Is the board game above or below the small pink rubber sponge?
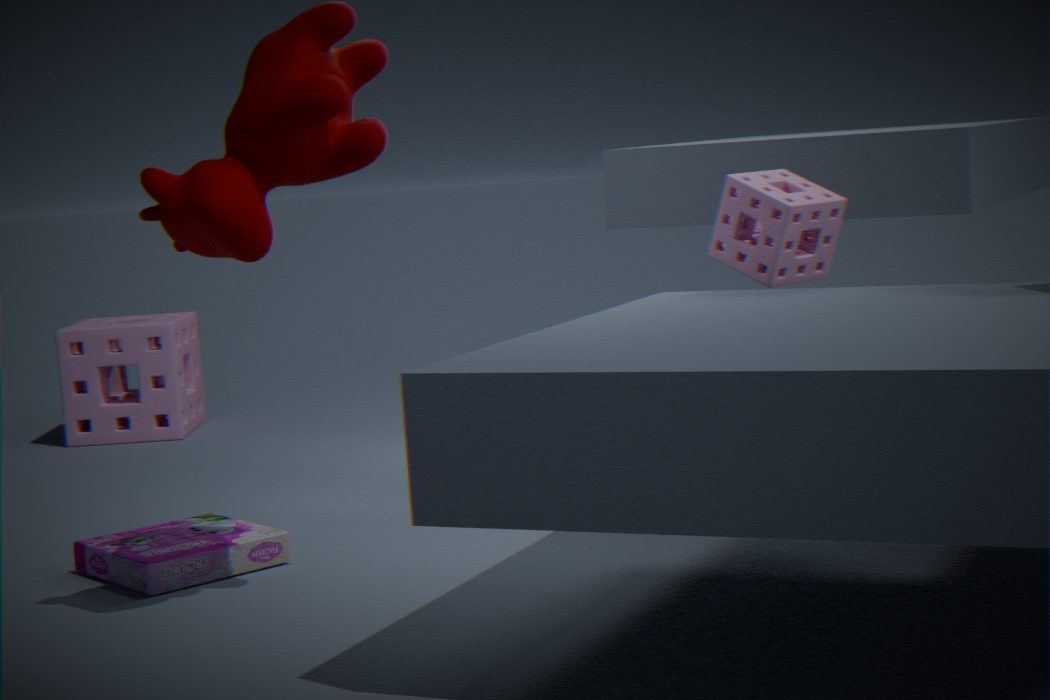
below
